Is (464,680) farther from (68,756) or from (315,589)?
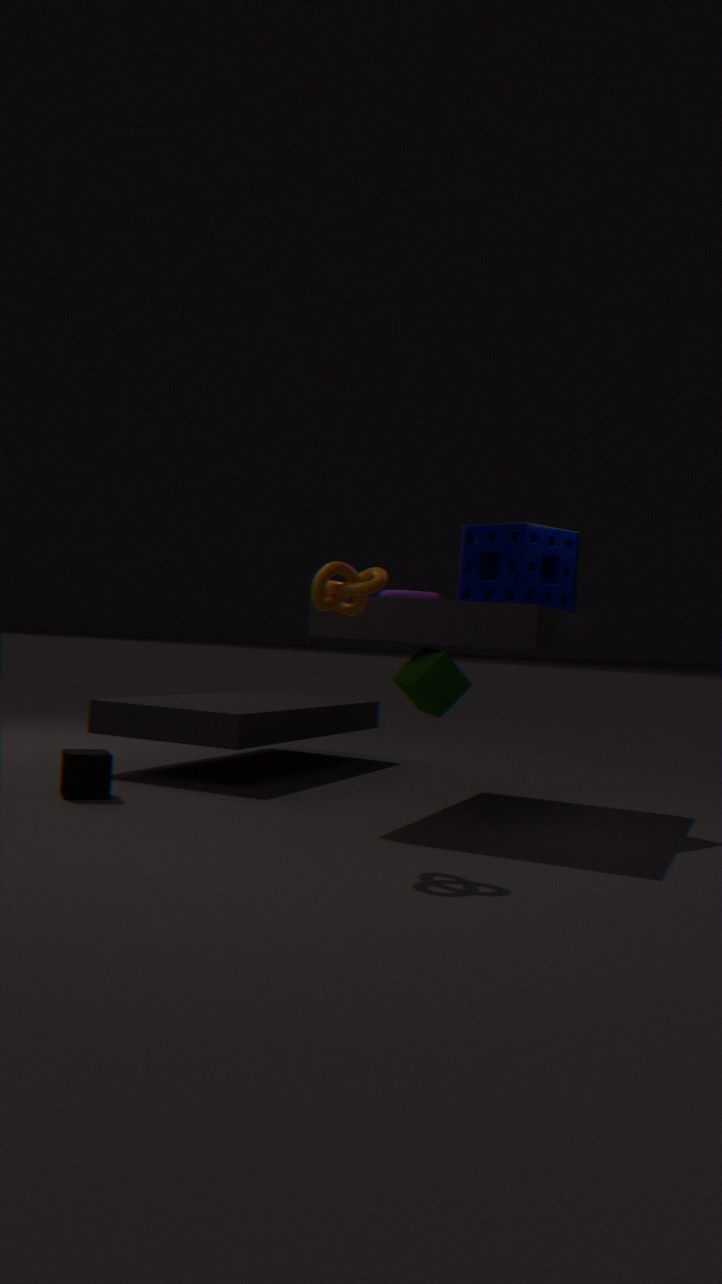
(68,756)
